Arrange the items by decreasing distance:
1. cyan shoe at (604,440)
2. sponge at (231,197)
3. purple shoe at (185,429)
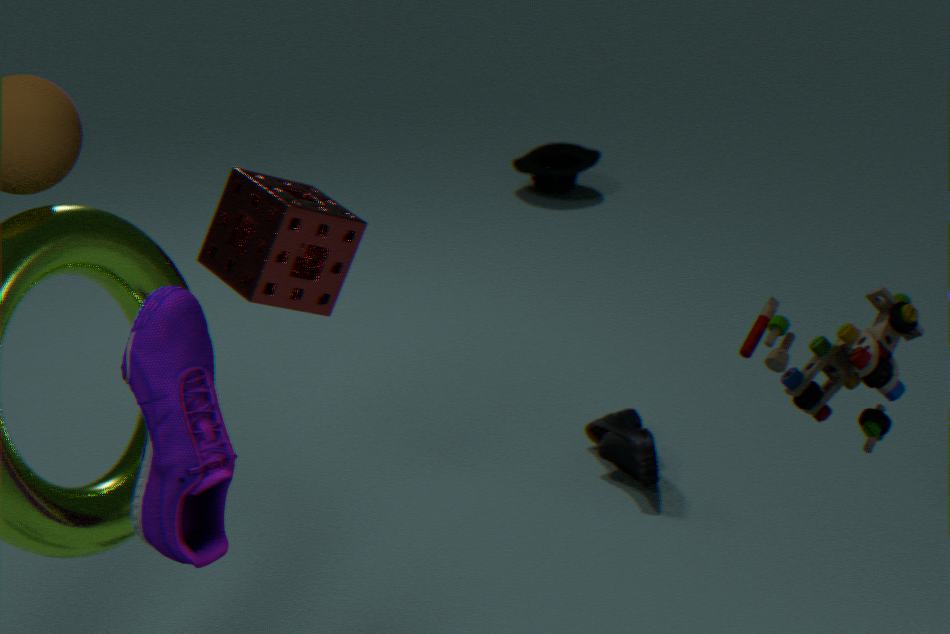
cyan shoe at (604,440), sponge at (231,197), purple shoe at (185,429)
